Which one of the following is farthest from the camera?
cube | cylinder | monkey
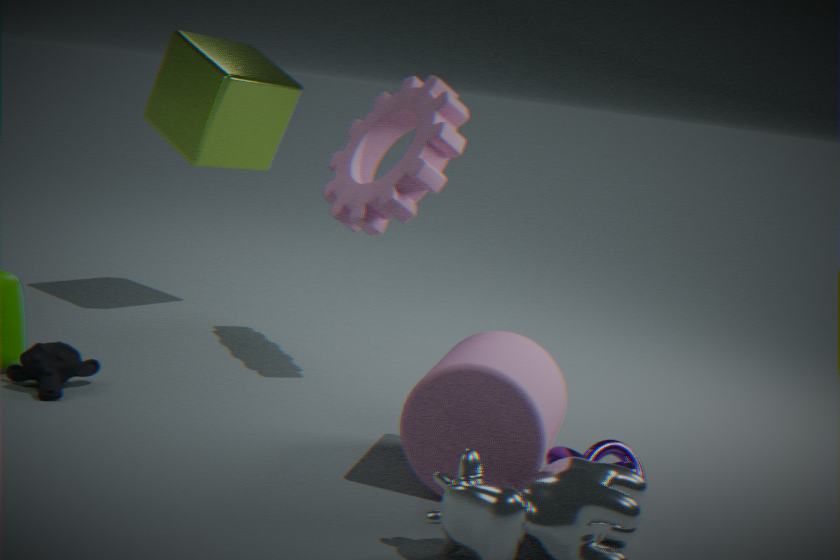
cube
